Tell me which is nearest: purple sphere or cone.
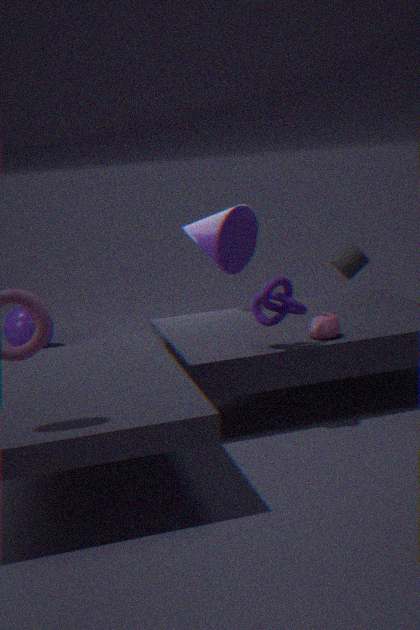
cone
